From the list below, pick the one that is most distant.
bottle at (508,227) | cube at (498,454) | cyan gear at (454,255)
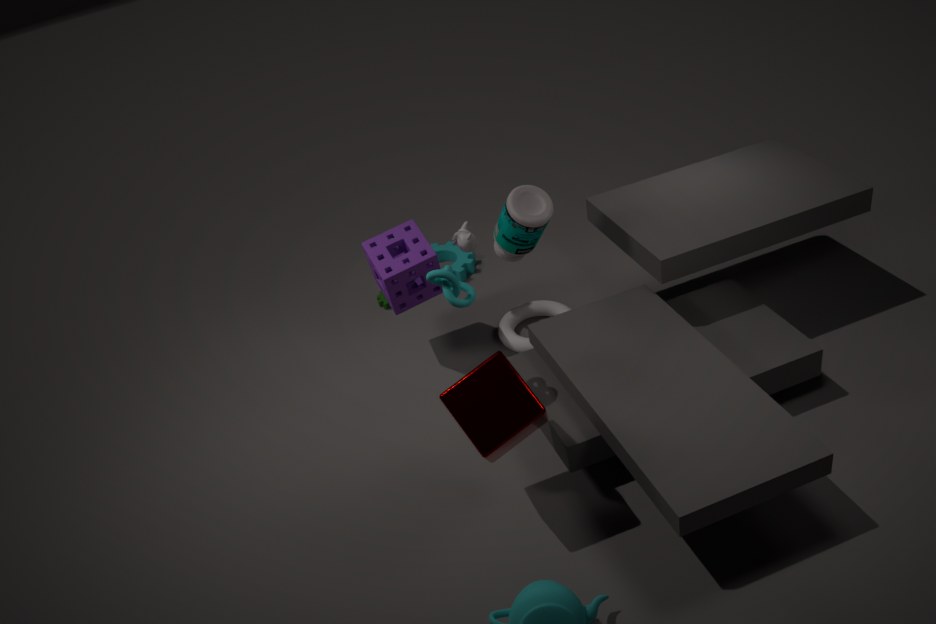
cyan gear at (454,255)
